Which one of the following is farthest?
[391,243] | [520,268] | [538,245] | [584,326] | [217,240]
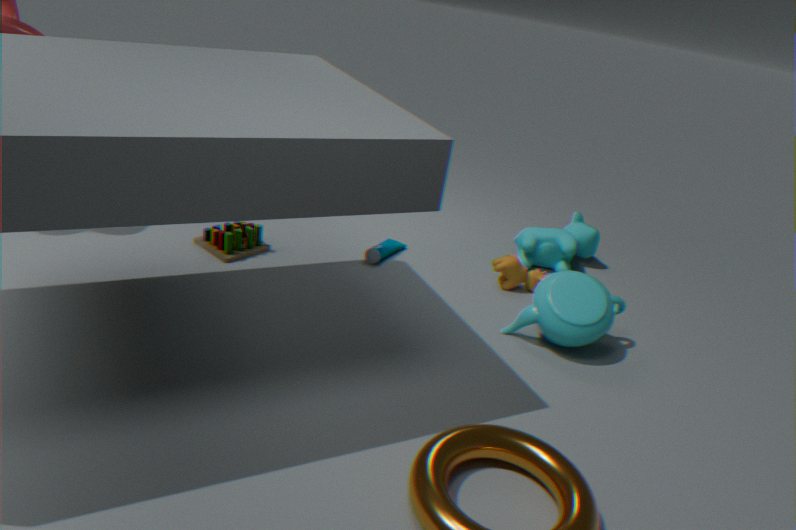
[538,245]
